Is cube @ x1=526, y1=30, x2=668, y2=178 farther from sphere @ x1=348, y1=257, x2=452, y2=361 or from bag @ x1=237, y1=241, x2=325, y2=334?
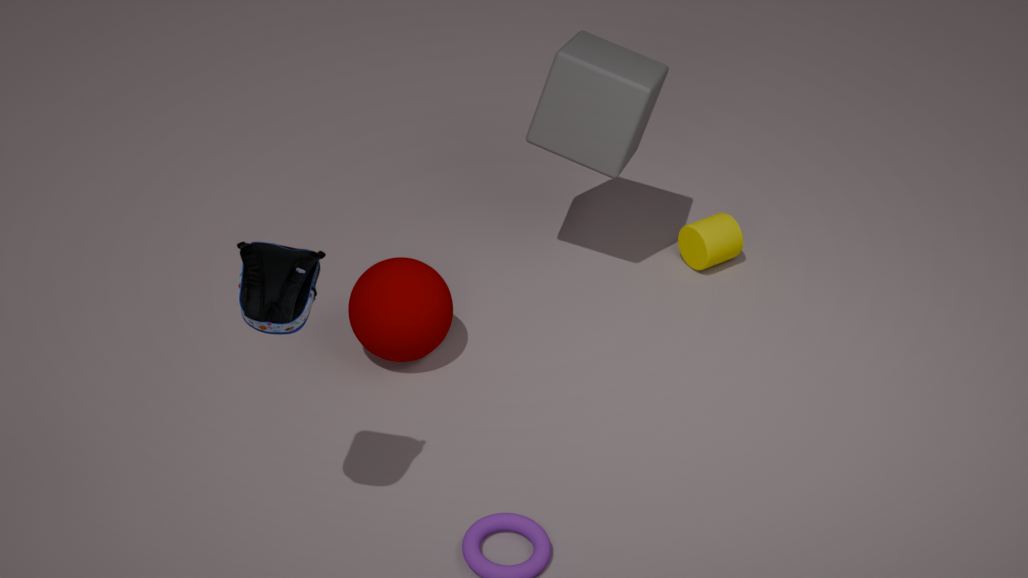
bag @ x1=237, y1=241, x2=325, y2=334
